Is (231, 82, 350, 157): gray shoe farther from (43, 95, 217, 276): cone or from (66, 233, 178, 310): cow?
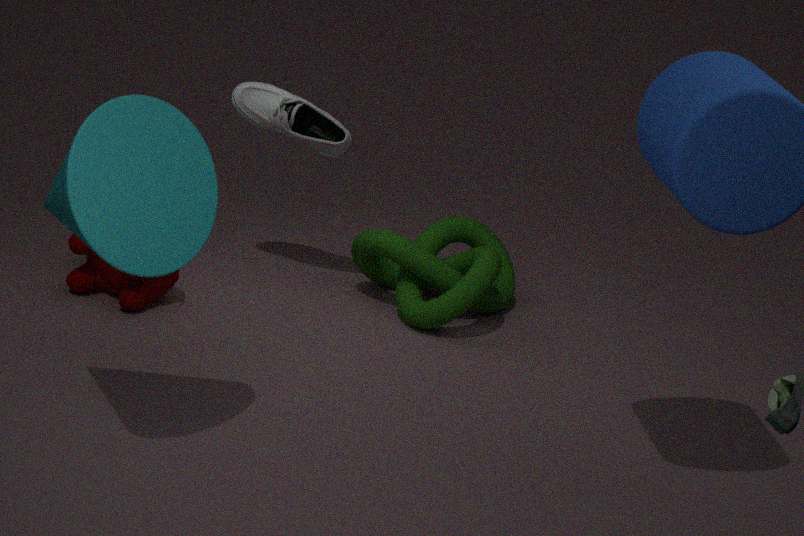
(43, 95, 217, 276): cone
